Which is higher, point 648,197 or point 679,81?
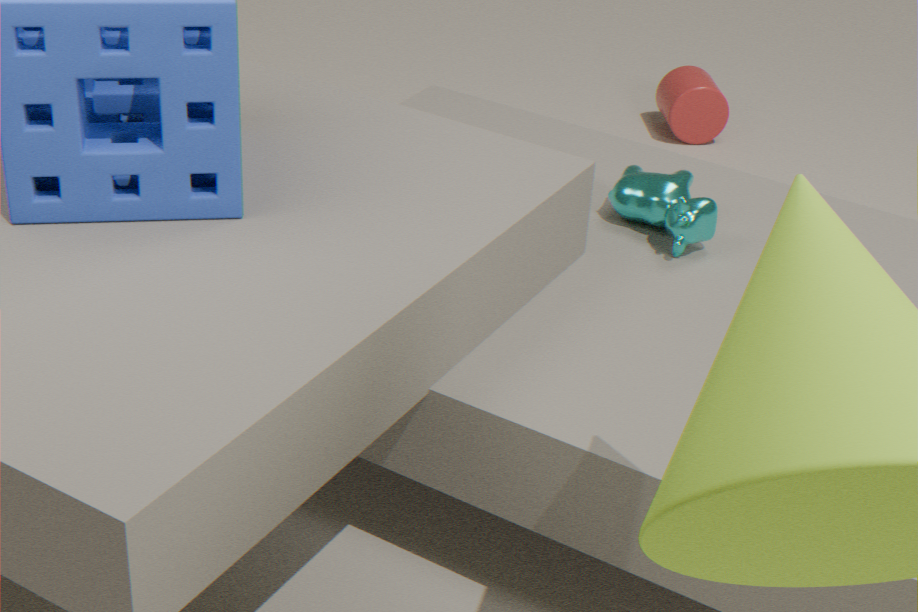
point 648,197
